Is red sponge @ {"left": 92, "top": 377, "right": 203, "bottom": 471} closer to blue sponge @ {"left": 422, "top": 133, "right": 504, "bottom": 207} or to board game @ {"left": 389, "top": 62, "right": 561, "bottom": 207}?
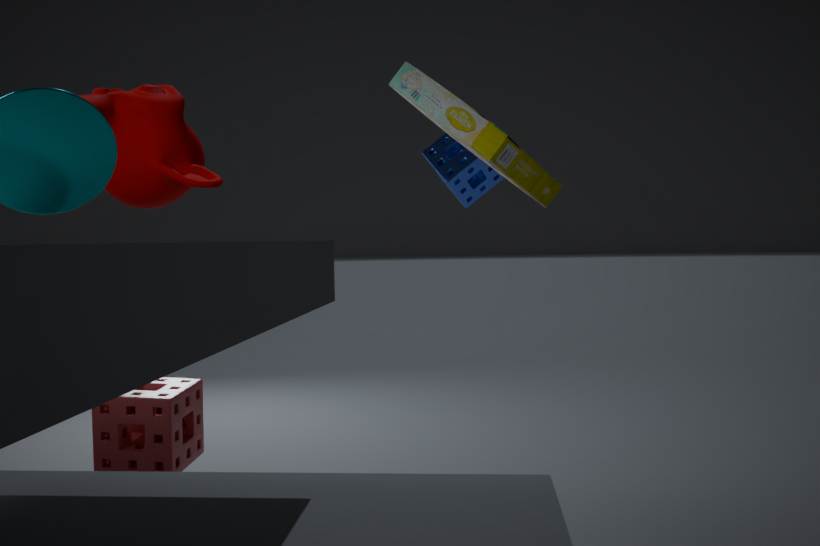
board game @ {"left": 389, "top": 62, "right": 561, "bottom": 207}
